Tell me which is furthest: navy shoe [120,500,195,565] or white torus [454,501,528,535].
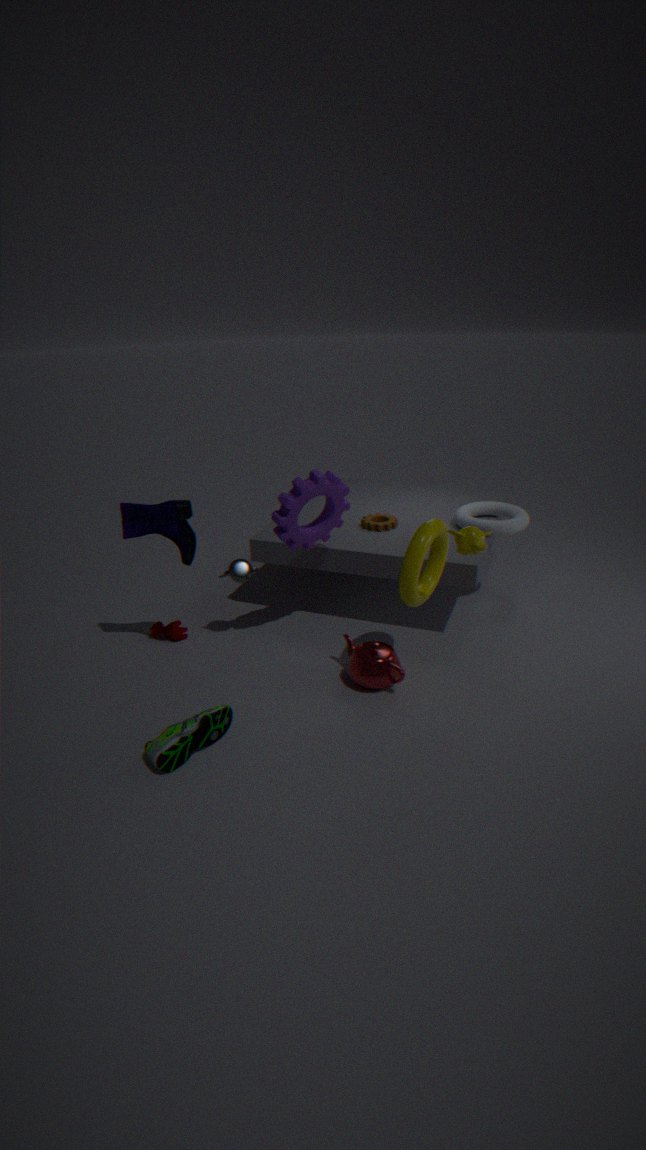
white torus [454,501,528,535]
